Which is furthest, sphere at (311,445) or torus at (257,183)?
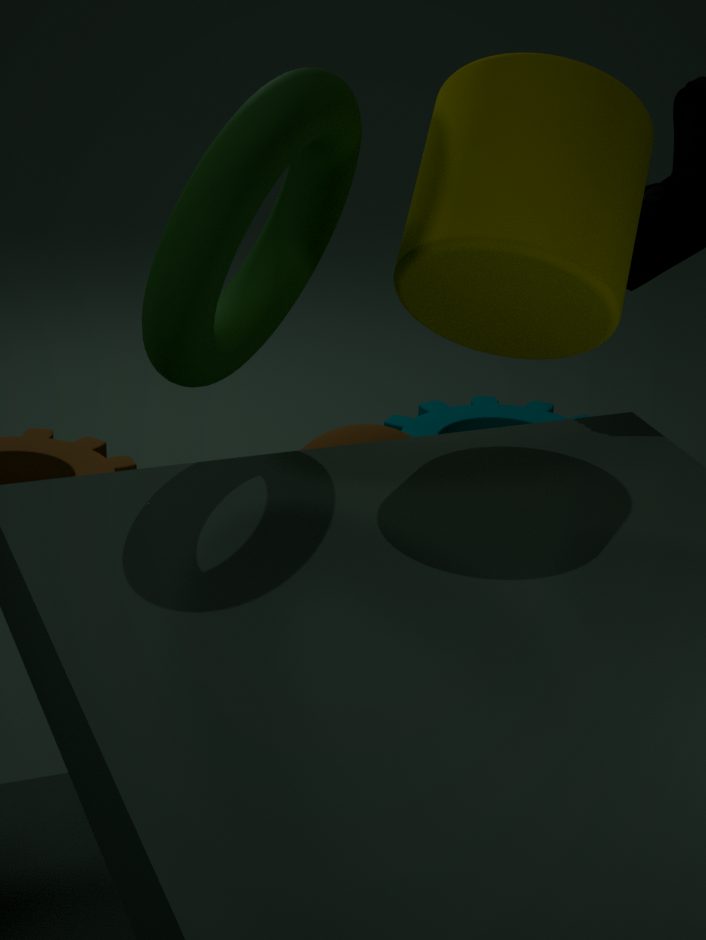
sphere at (311,445)
